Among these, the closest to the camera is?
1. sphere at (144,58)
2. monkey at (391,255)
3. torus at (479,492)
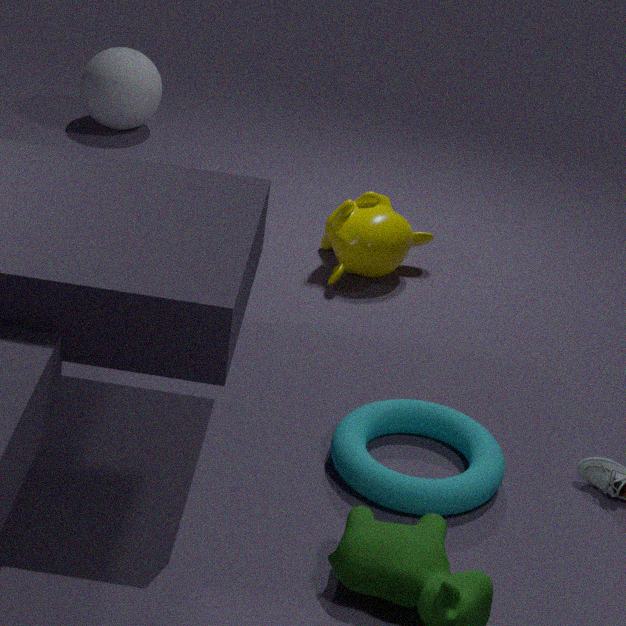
torus at (479,492)
